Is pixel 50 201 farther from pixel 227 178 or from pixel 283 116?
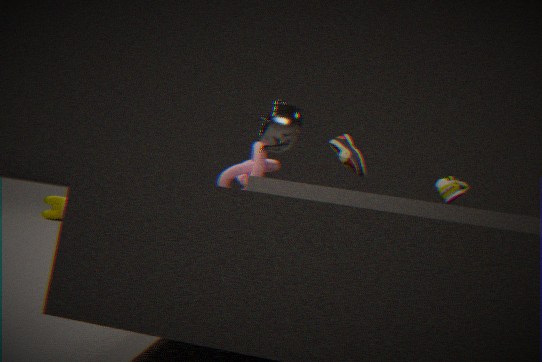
pixel 283 116
